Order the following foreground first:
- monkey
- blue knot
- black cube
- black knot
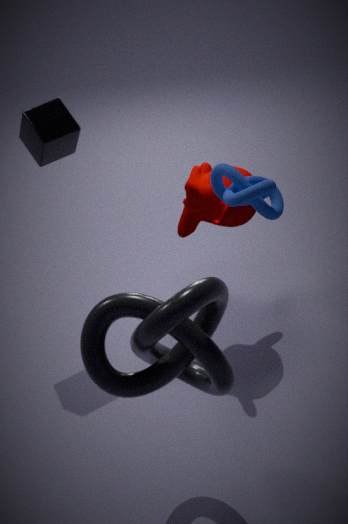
black knot
blue knot
monkey
black cube
